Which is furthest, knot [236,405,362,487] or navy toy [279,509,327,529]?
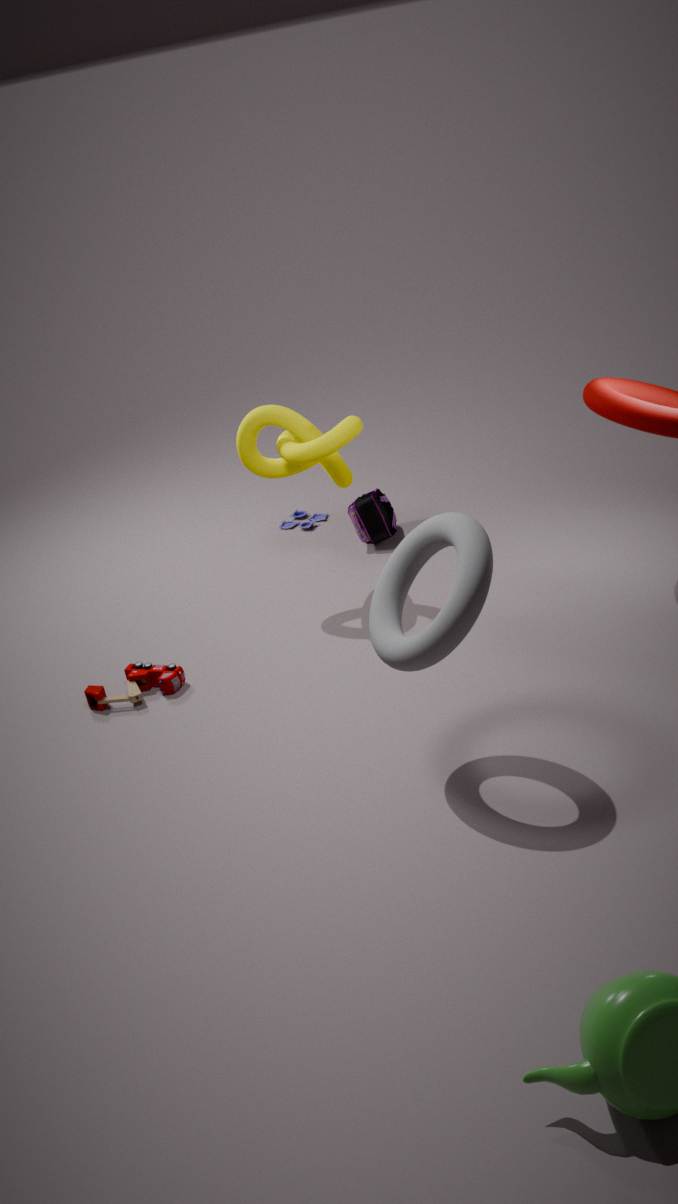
navy toy [279,509,327,529]
